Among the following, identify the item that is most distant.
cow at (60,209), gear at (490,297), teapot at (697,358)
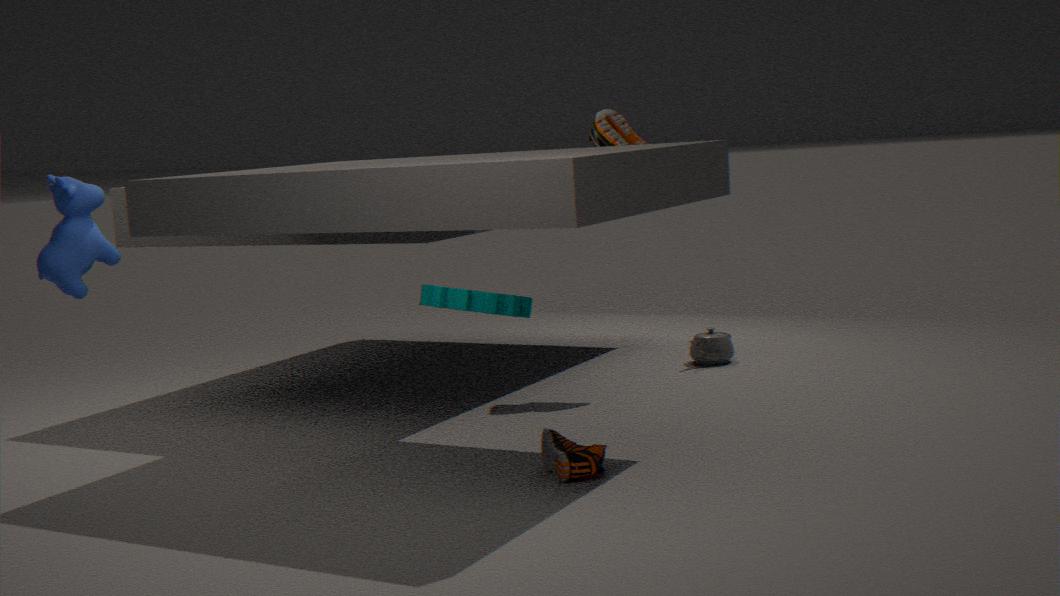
teapot at (697,358)
